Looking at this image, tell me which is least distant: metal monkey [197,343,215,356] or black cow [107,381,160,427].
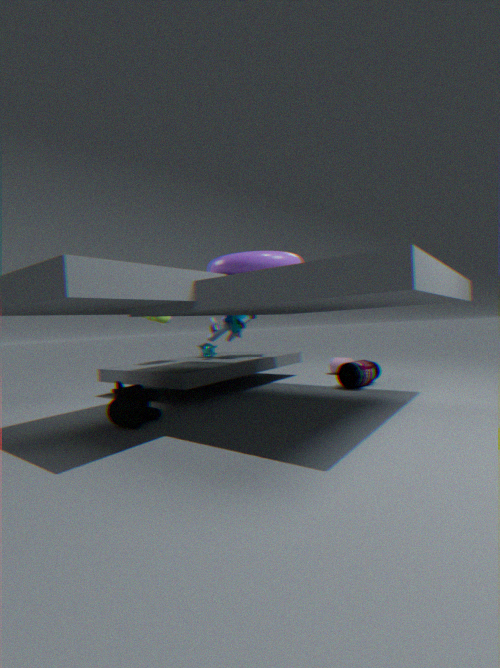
black cow [107,381,160,427]
